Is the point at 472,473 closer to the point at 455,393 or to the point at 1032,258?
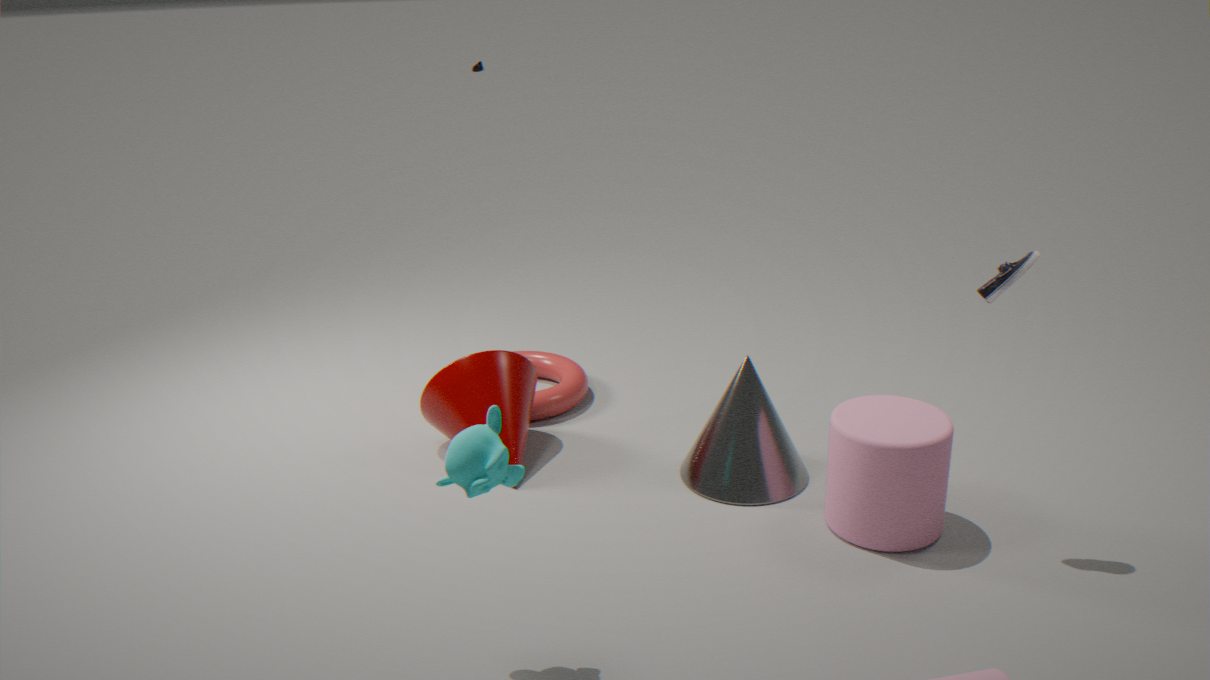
the point at 455,393
